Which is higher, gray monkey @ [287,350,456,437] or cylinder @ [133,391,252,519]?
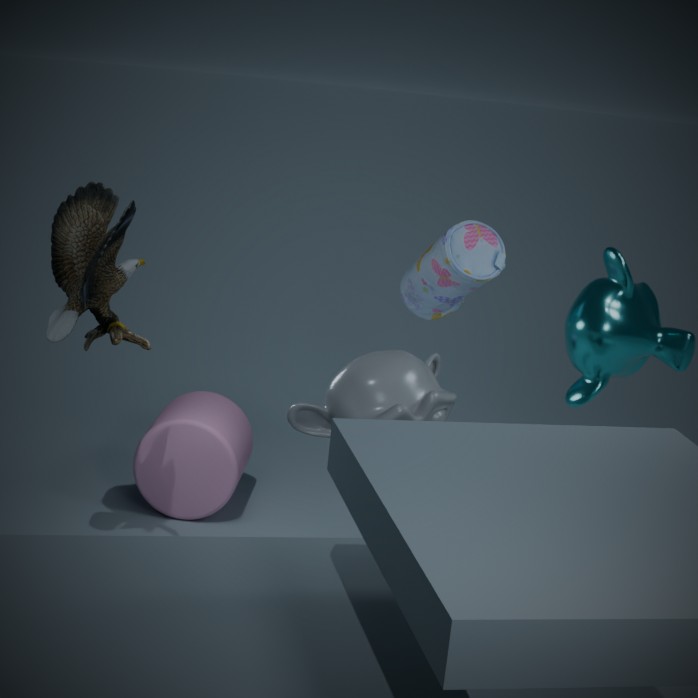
gray monkey @ [287,350,456,437]
